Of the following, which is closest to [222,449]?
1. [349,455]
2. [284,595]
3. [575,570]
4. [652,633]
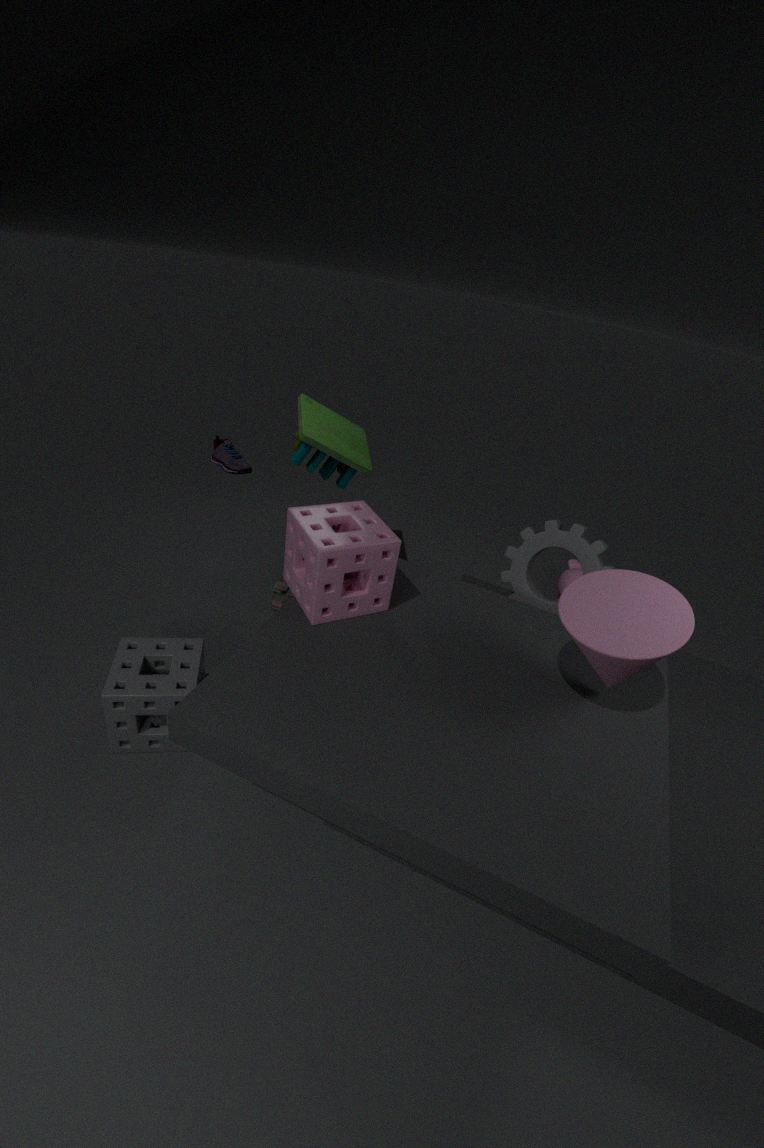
[349,455]
